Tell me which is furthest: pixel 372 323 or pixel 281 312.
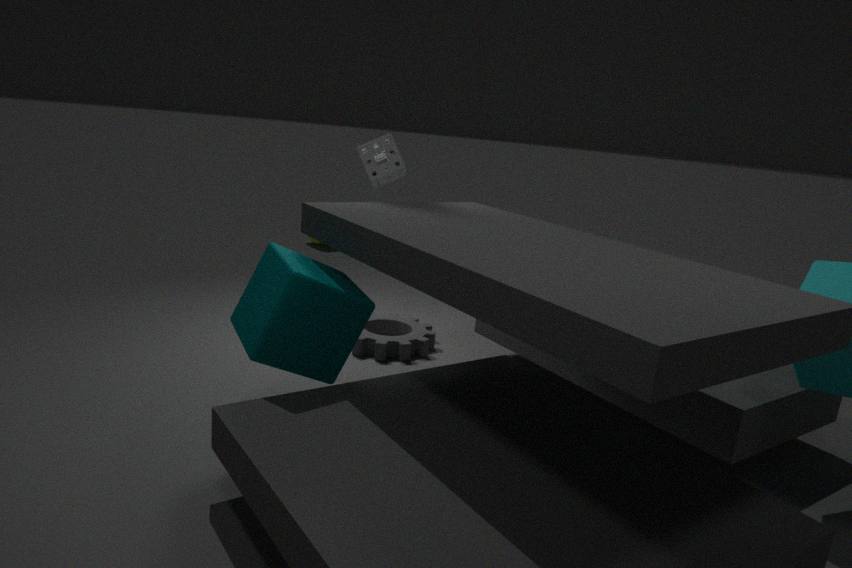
pixel 372 323
